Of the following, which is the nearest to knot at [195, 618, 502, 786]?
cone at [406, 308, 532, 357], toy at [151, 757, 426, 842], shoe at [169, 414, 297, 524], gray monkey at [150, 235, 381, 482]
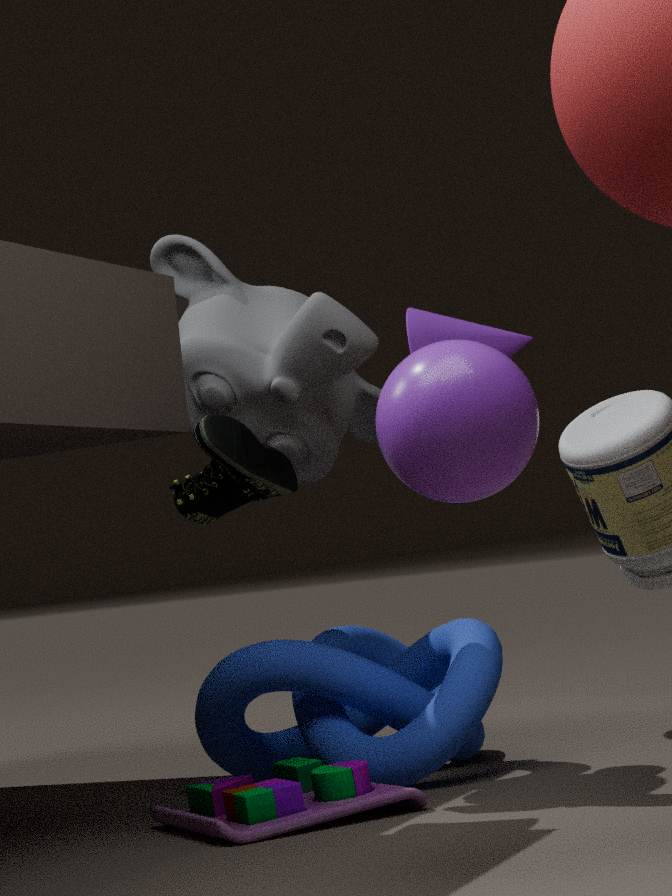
toy at [151, 757, 426, 842]
